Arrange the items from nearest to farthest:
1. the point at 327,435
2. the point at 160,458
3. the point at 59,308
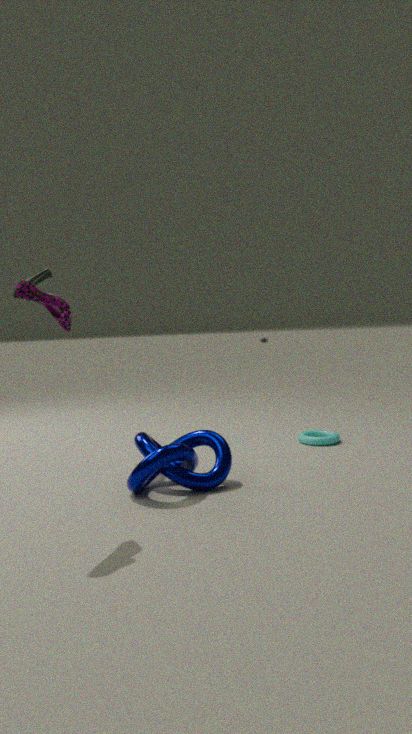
the point at 59,308, the point at 160,458, the point at 327,435
